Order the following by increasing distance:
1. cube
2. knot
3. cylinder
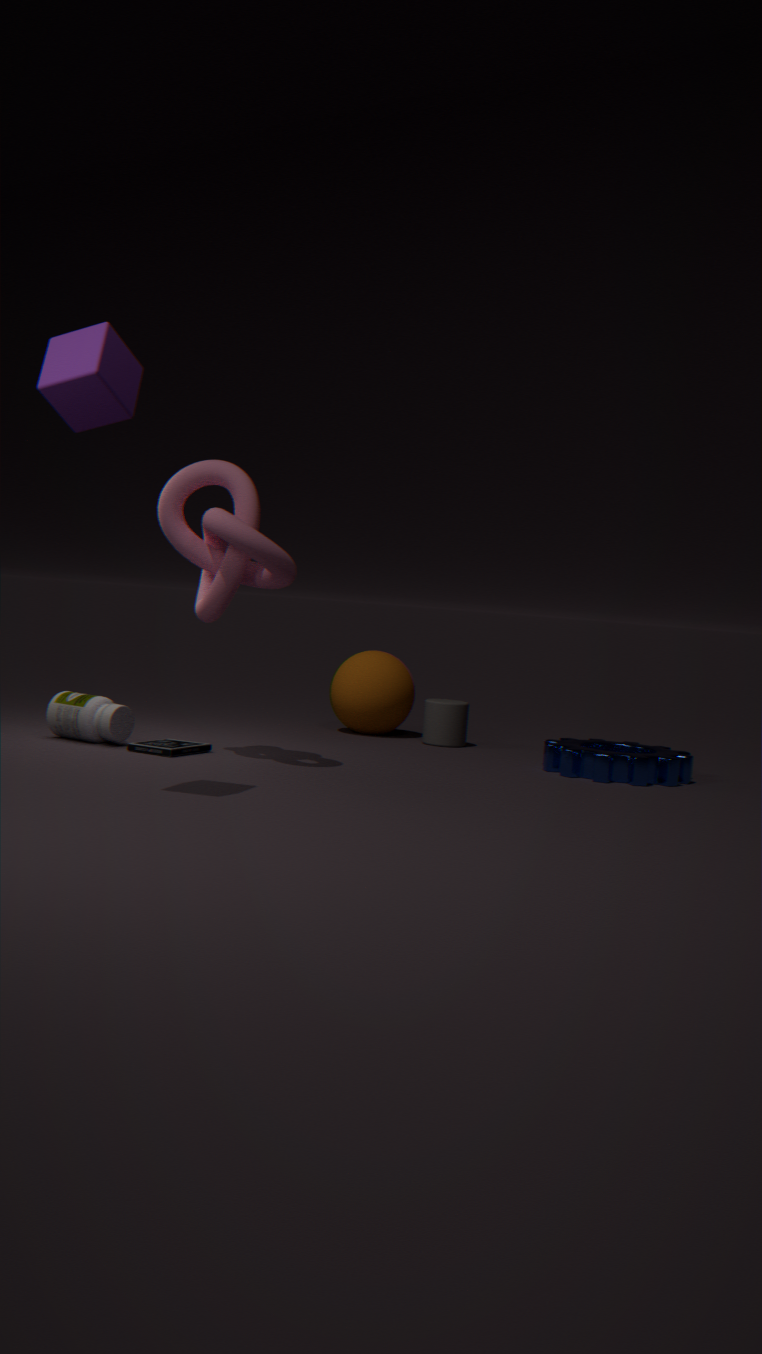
cube < knot < cylinder
